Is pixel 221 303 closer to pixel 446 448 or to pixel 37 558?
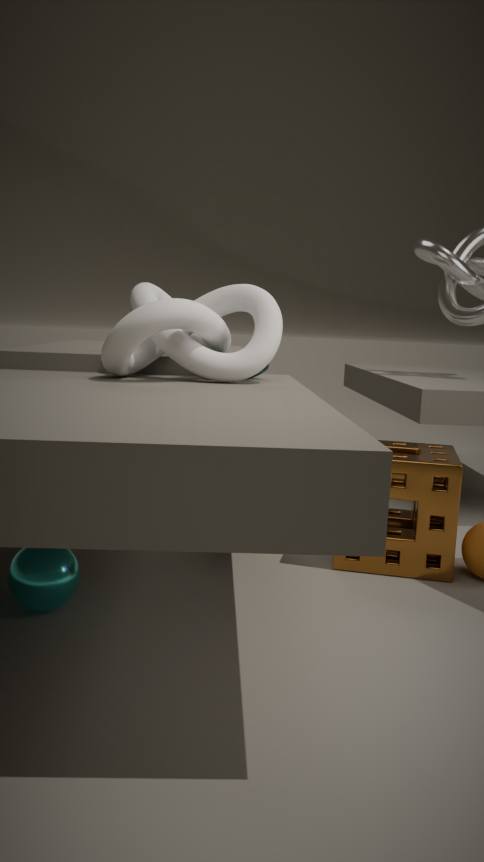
pixel 37 558
